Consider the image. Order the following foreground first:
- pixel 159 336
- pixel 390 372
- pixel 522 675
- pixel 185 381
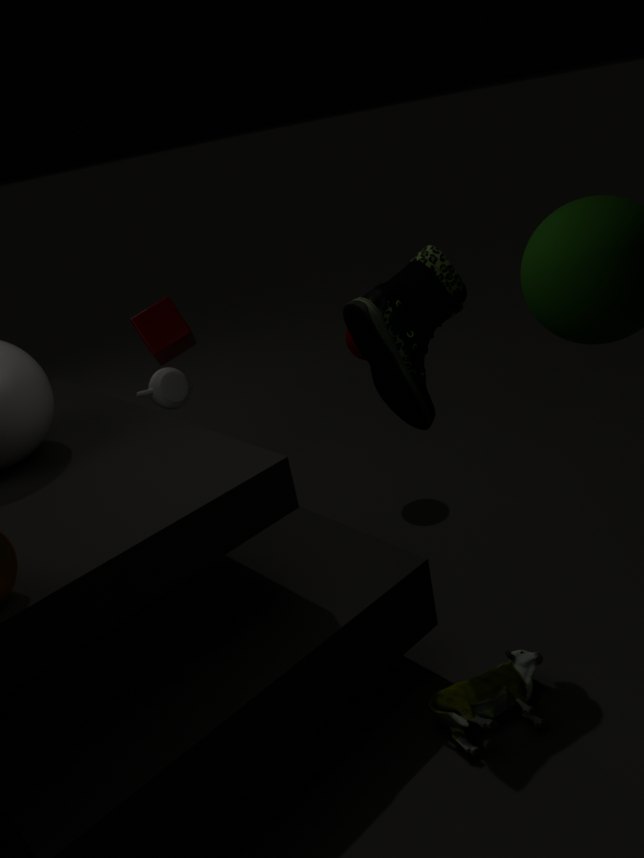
pixel 390 372 → pixel 522 675 → pixel 185 381 → pixel 159 336
